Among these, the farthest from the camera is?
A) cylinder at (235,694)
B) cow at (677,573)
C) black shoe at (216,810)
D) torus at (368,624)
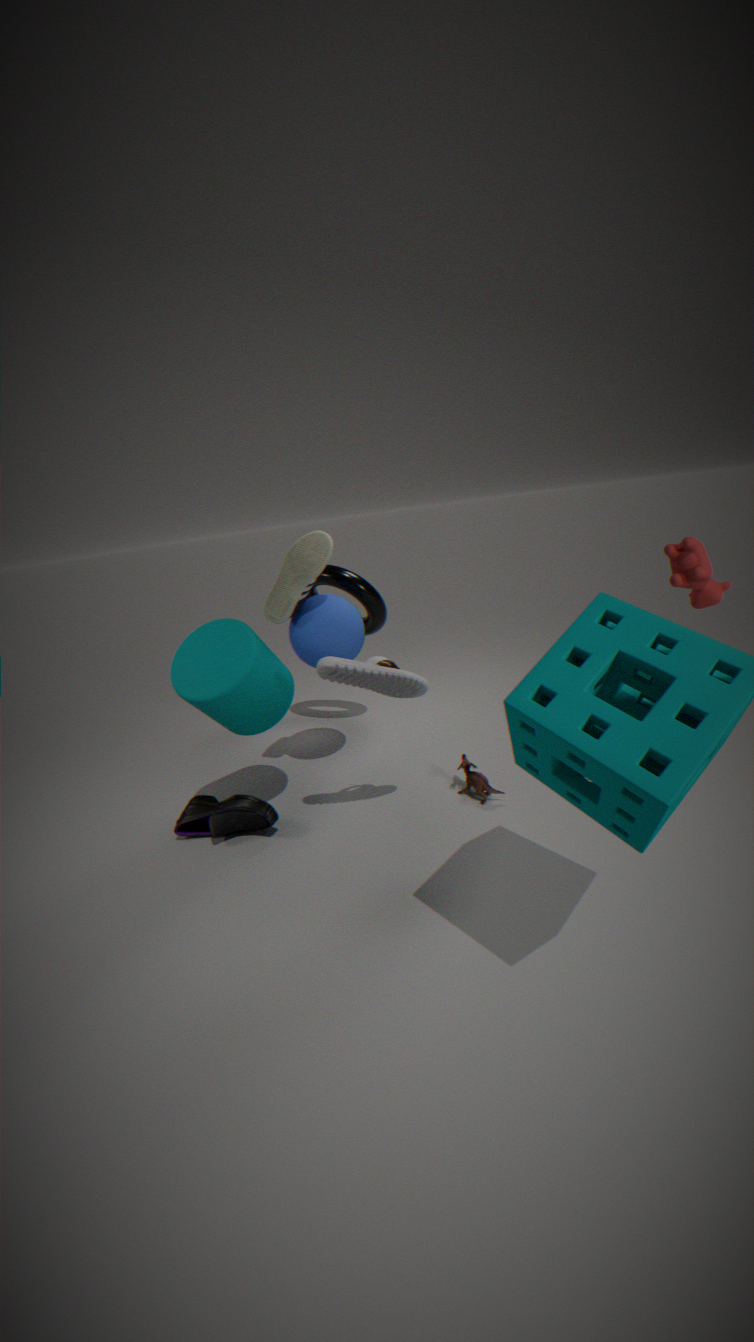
torus at (368,624)
